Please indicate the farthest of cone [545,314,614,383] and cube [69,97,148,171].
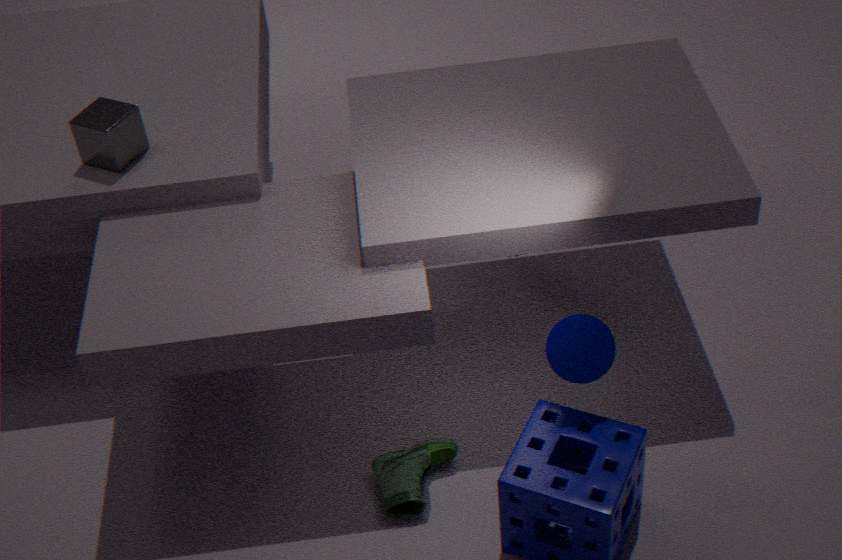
A: cube [69,97,148,171]
